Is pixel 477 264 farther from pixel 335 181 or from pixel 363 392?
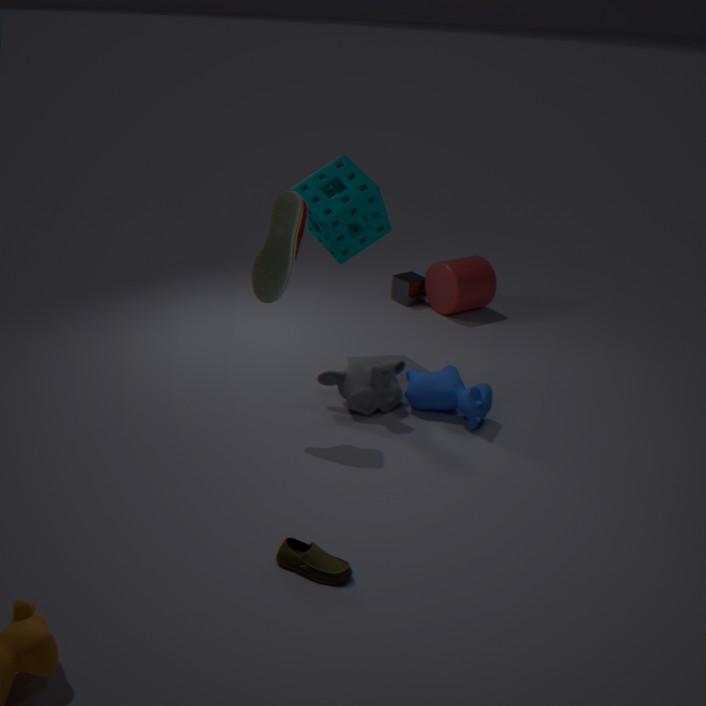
pixel 363 392
